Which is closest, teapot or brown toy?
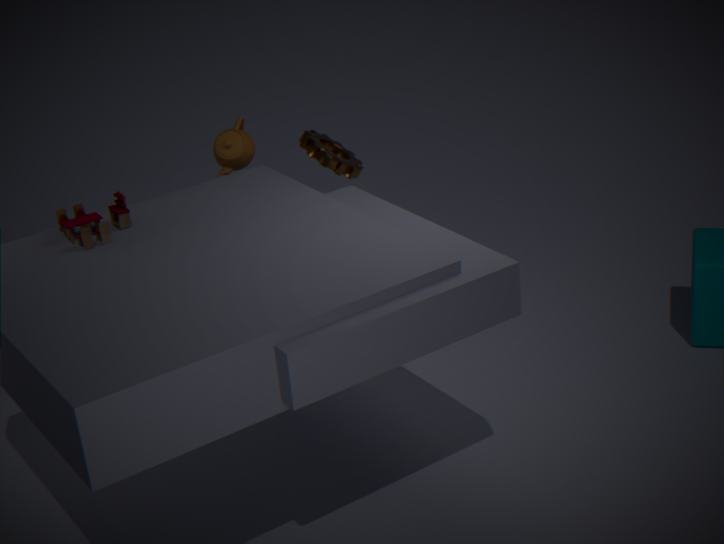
brown toy
